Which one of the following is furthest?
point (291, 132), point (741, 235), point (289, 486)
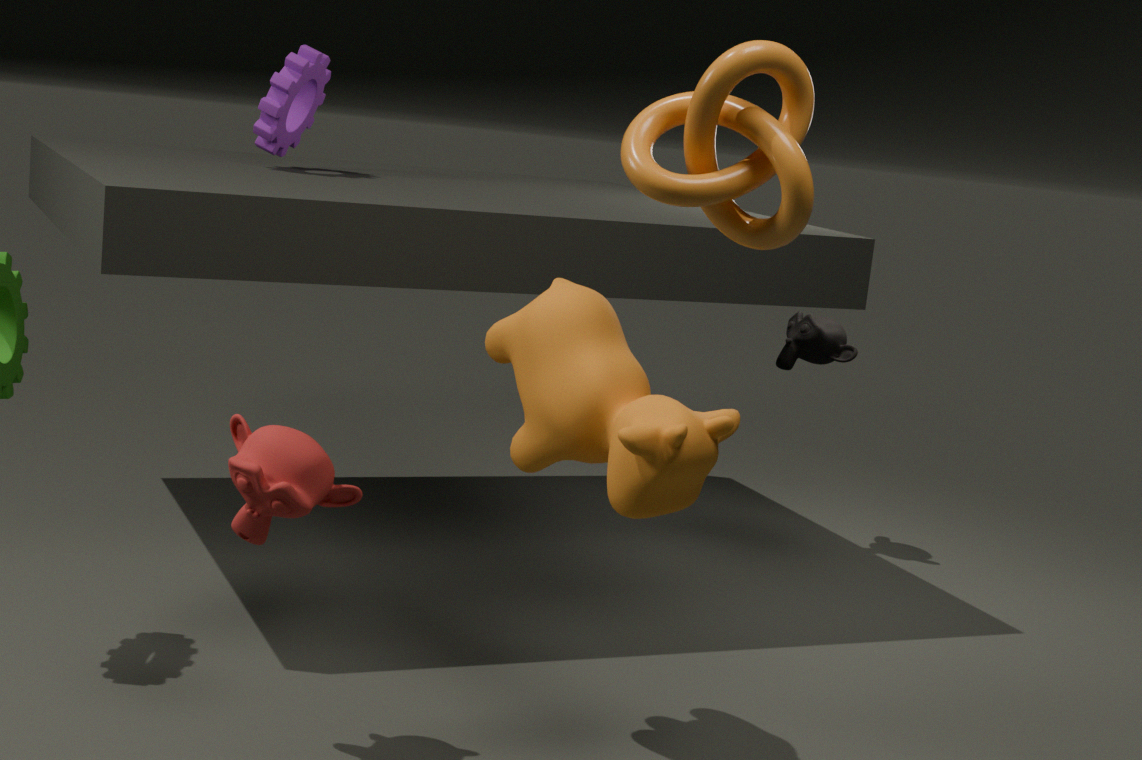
point (291, 132)
